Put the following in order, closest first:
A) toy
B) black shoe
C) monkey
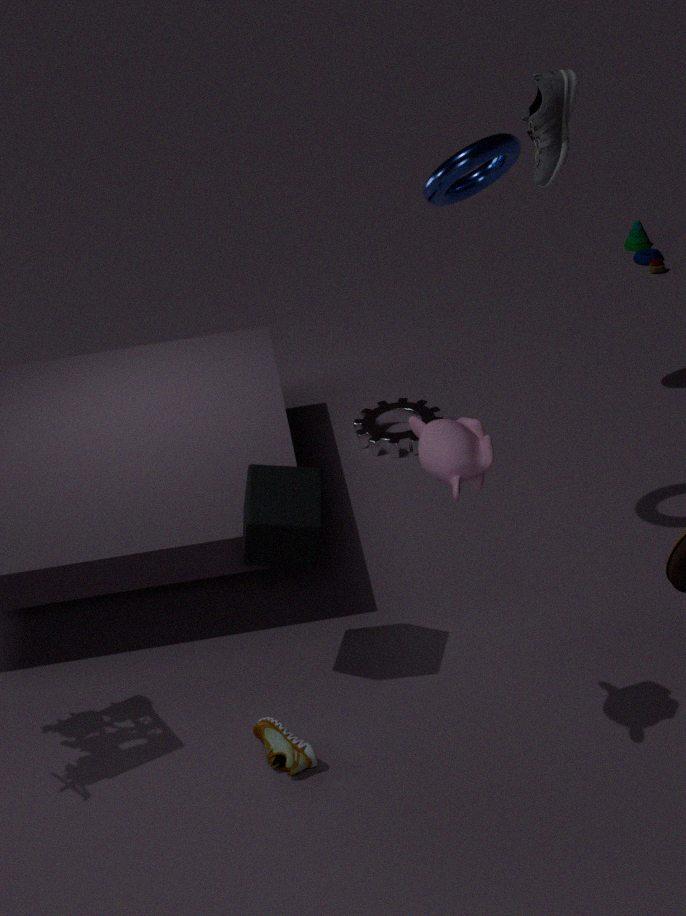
monkey
black shoe
toy
